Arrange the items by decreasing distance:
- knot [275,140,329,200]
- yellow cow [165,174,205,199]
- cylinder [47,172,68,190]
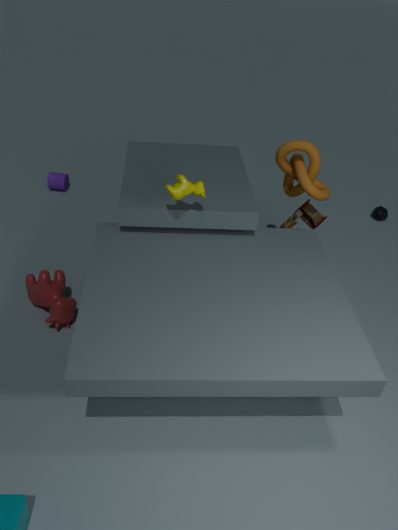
cylinder [47,172,68,190], knot [275,140,329,200], yellow cow [165,174,205,199]
